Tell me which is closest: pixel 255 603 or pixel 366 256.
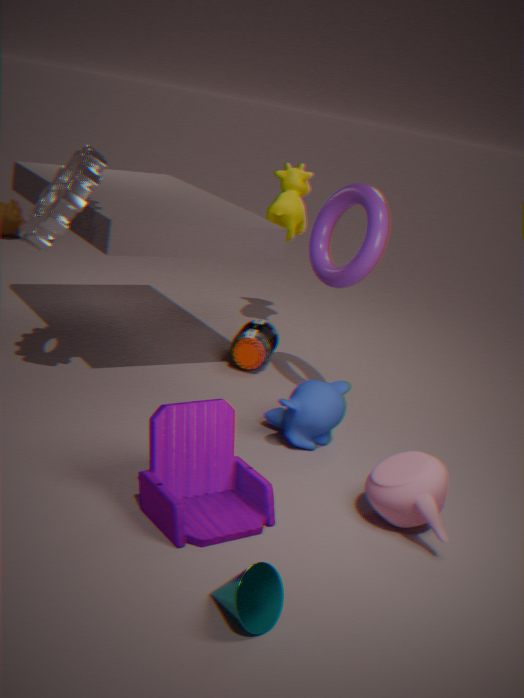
pixel 255 603
